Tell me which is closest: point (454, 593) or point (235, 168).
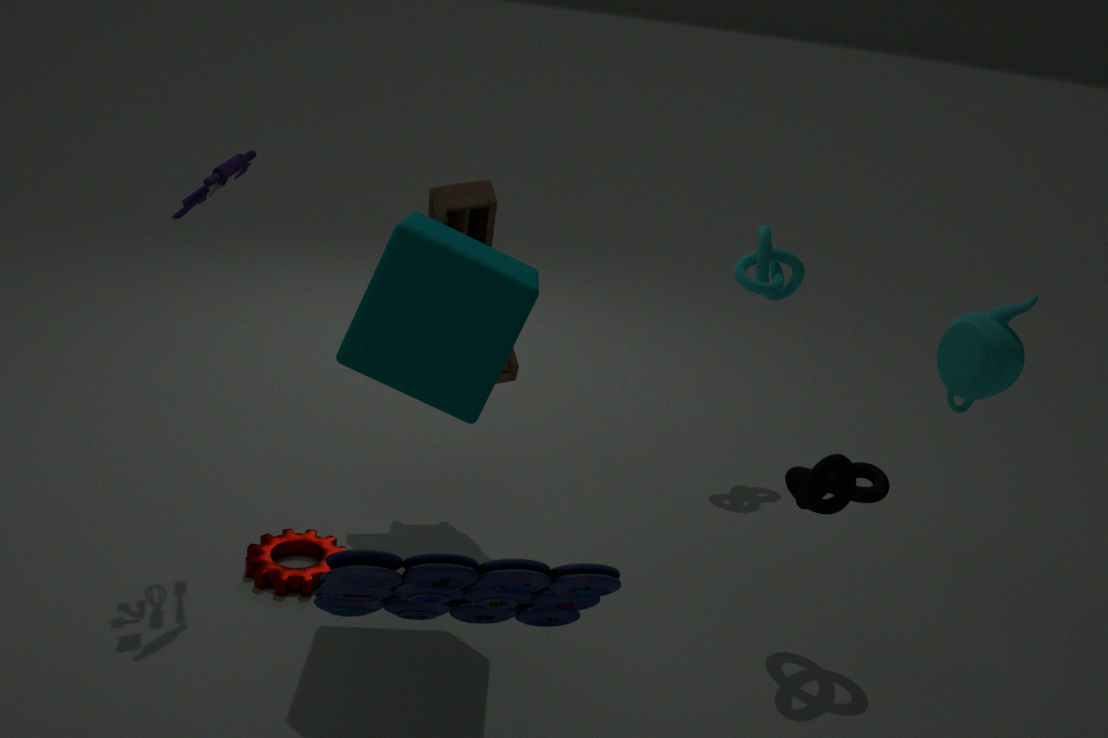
point (454, 593)
